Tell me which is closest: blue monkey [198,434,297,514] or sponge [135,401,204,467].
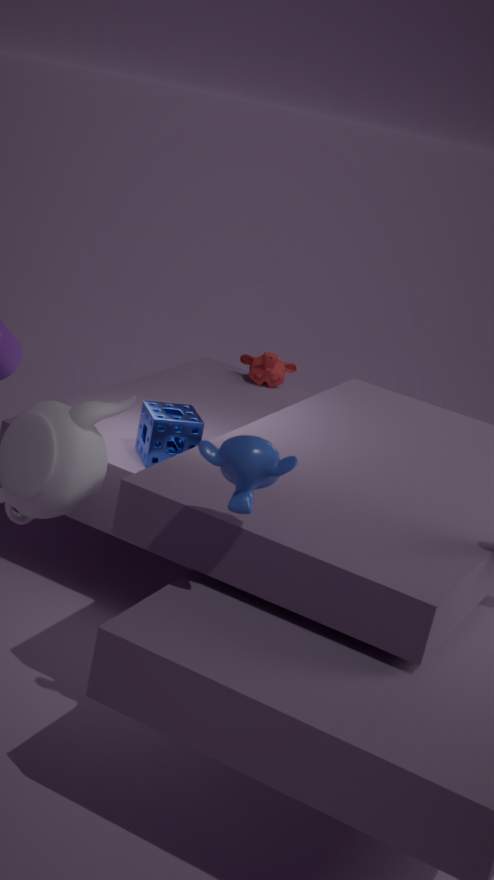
blue monkey [198,434,297,514]
